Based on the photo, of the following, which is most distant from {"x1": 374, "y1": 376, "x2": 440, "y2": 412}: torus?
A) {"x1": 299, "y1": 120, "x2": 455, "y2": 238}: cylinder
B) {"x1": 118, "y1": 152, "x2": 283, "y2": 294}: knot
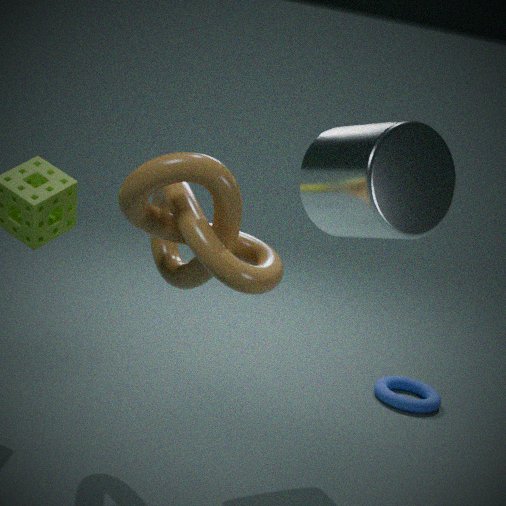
{"x1": 118, "y1": 152, "x2": 283, "y2": 294}: knot
